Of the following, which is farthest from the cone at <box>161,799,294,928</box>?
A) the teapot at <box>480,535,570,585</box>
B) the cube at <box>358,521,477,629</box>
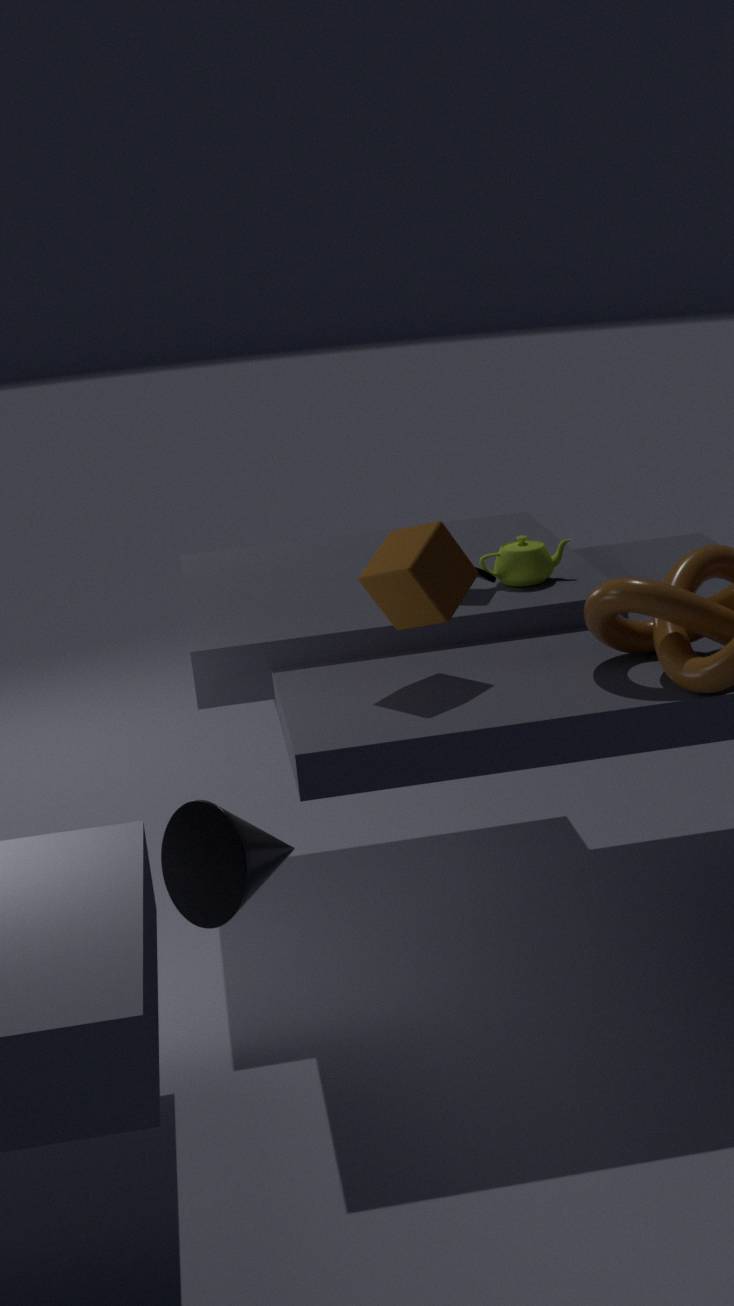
the teapot at <box>480,535,570,585</box>
